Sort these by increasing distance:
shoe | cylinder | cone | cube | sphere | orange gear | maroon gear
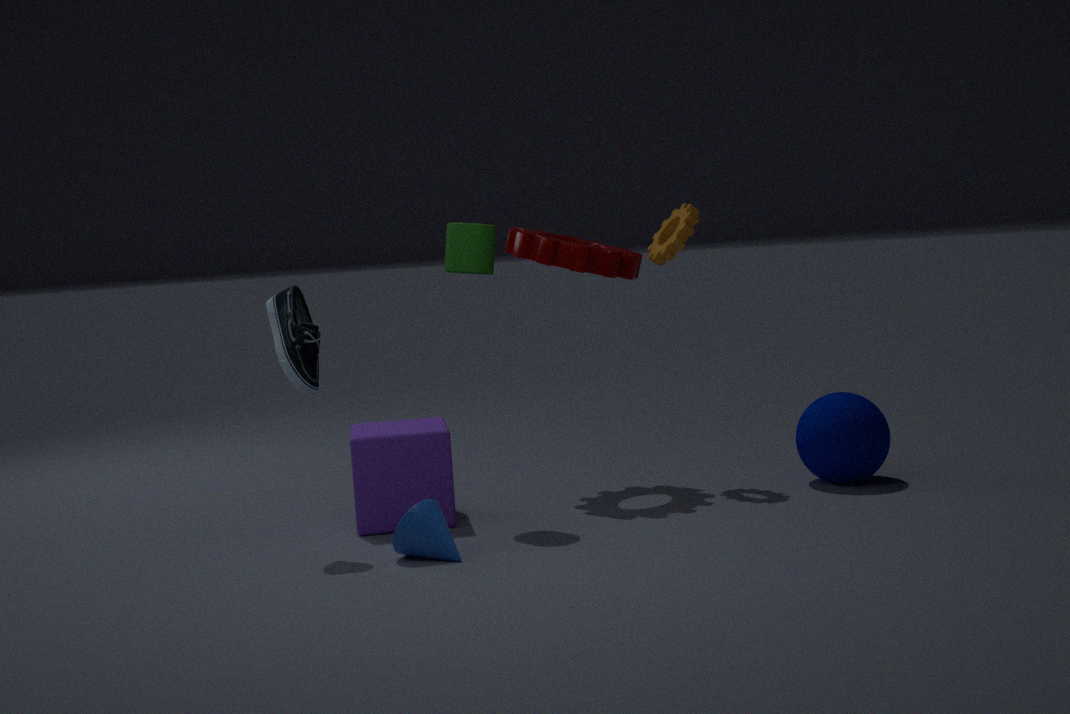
cone
shoe
cube
cylinder
sphere
maroon gear
orange gear
